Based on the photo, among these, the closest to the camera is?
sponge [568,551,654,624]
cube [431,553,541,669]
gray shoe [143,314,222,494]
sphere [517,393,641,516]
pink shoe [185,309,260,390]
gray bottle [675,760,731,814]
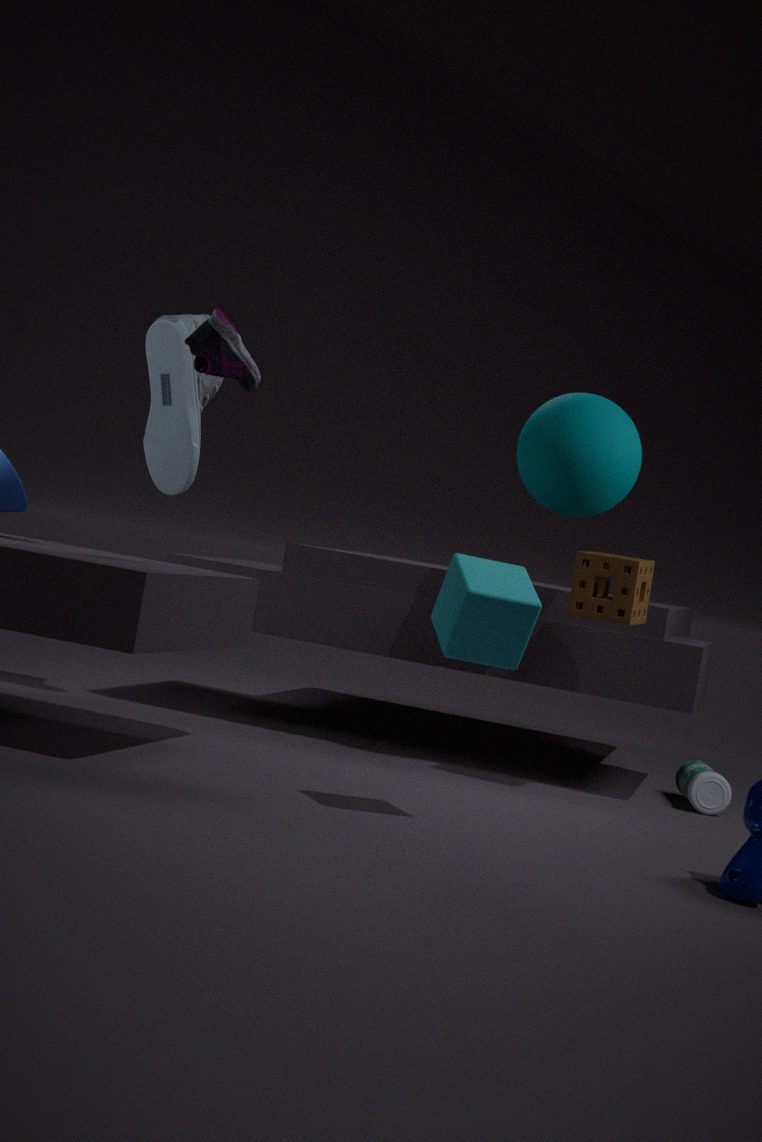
cube [431,553,541,669]
